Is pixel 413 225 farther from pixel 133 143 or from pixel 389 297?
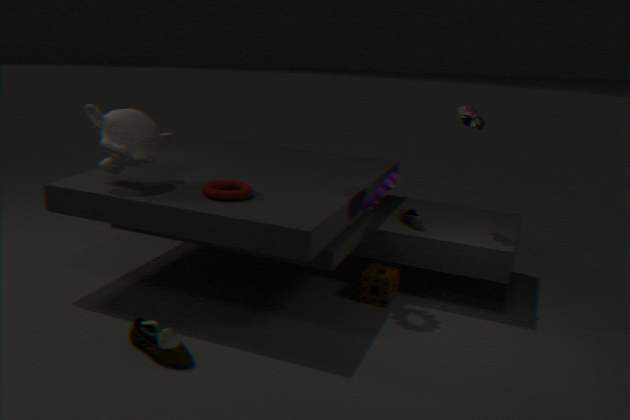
pixel 133 143
